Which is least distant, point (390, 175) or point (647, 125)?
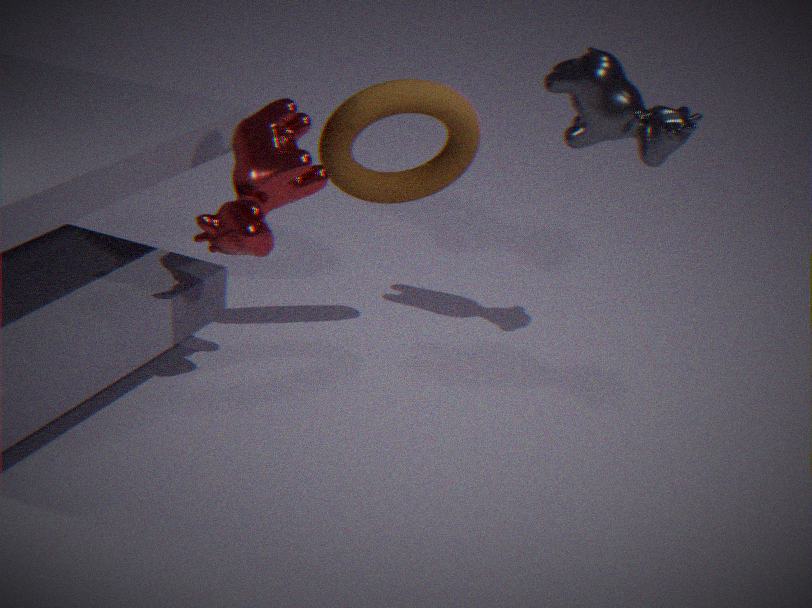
point (647, 125)
